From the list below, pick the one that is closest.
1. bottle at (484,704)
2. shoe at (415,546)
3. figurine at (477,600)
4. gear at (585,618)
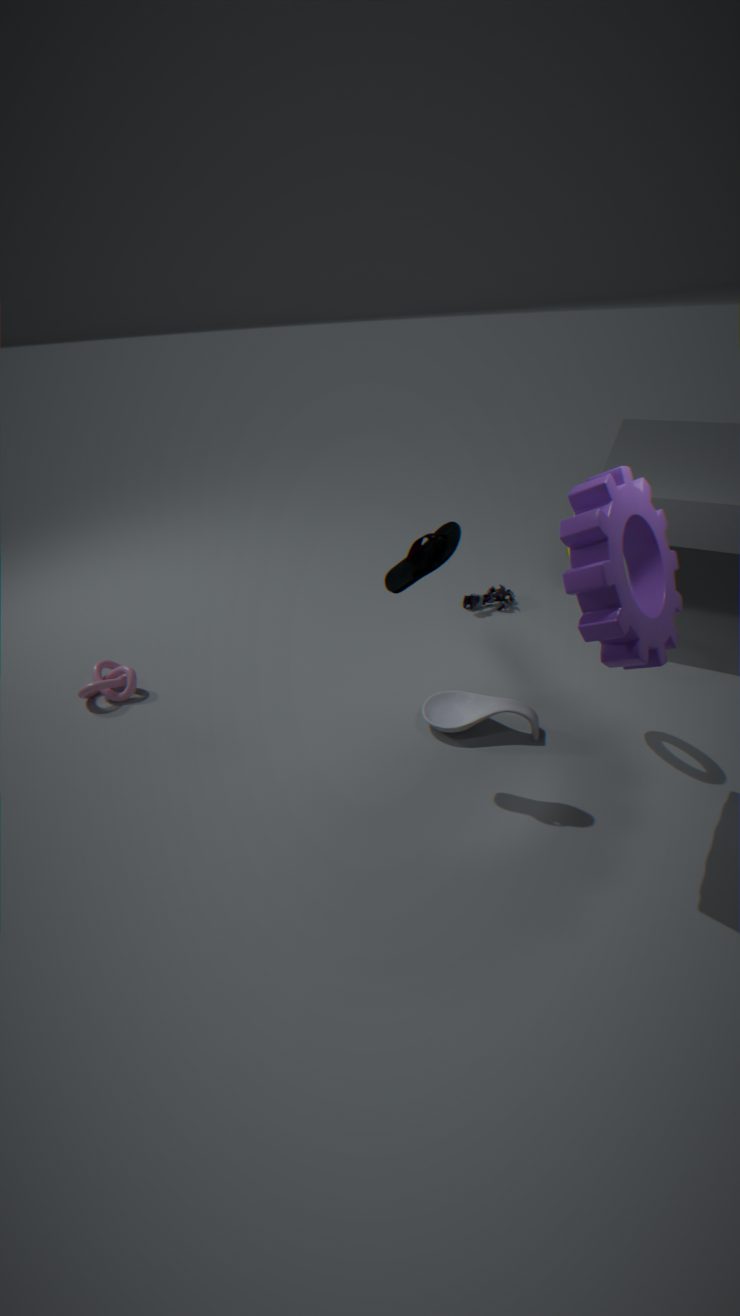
gear at (585,618)
